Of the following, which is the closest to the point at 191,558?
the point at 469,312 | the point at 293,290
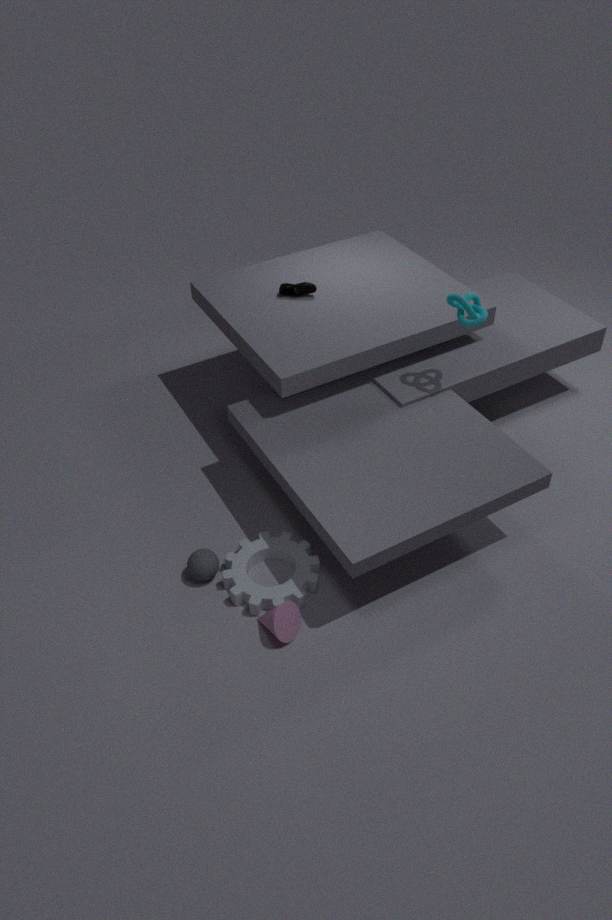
the point at 293,290
